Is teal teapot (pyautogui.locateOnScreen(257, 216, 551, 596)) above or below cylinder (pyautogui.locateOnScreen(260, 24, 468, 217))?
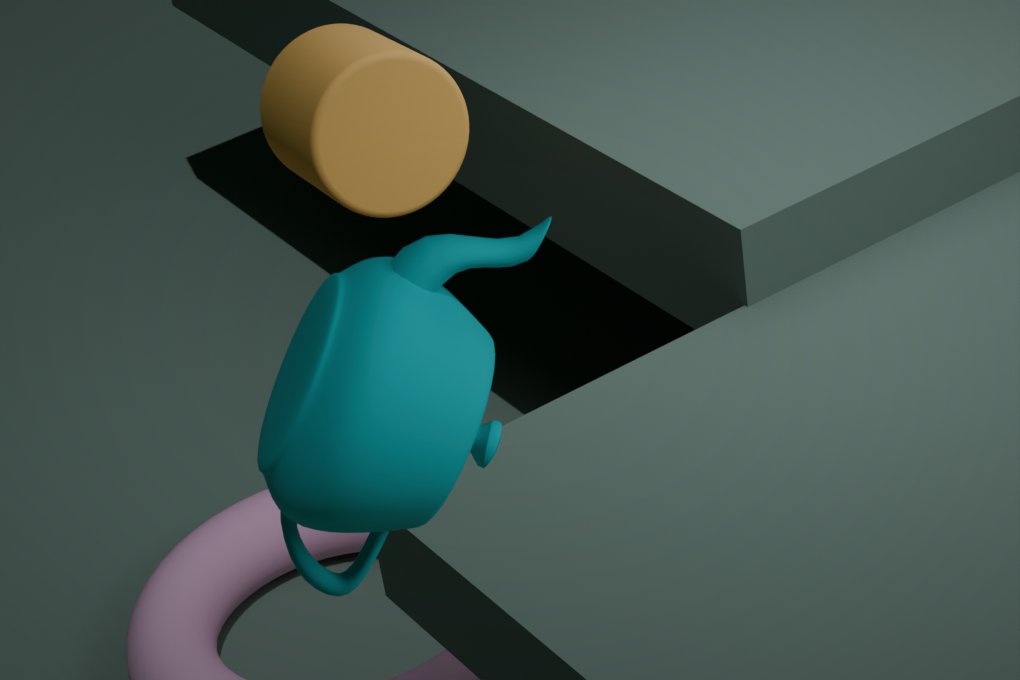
above
